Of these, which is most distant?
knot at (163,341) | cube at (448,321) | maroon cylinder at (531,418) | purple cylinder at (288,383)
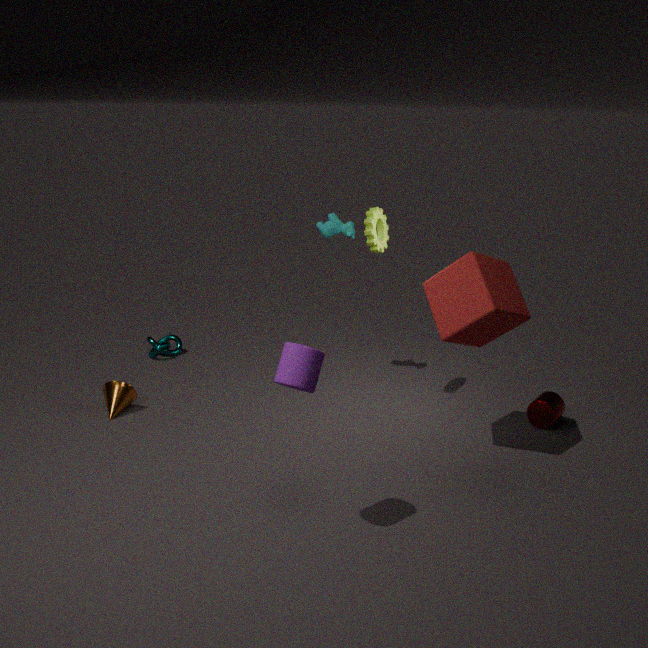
knot at (163,341)
